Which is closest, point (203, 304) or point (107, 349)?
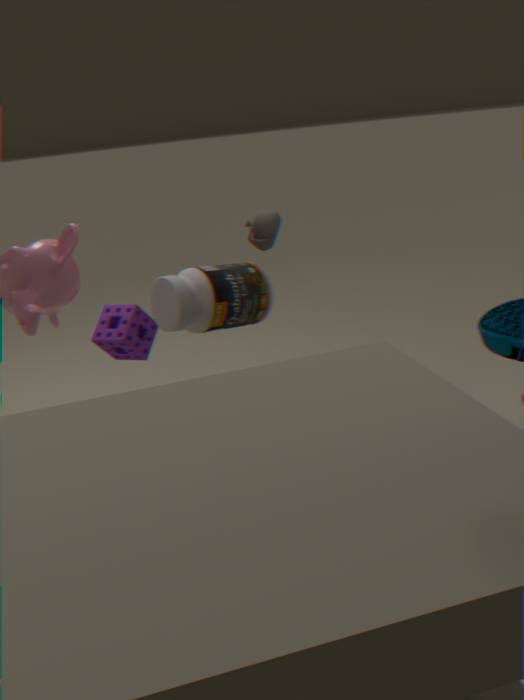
point (203, 304)
